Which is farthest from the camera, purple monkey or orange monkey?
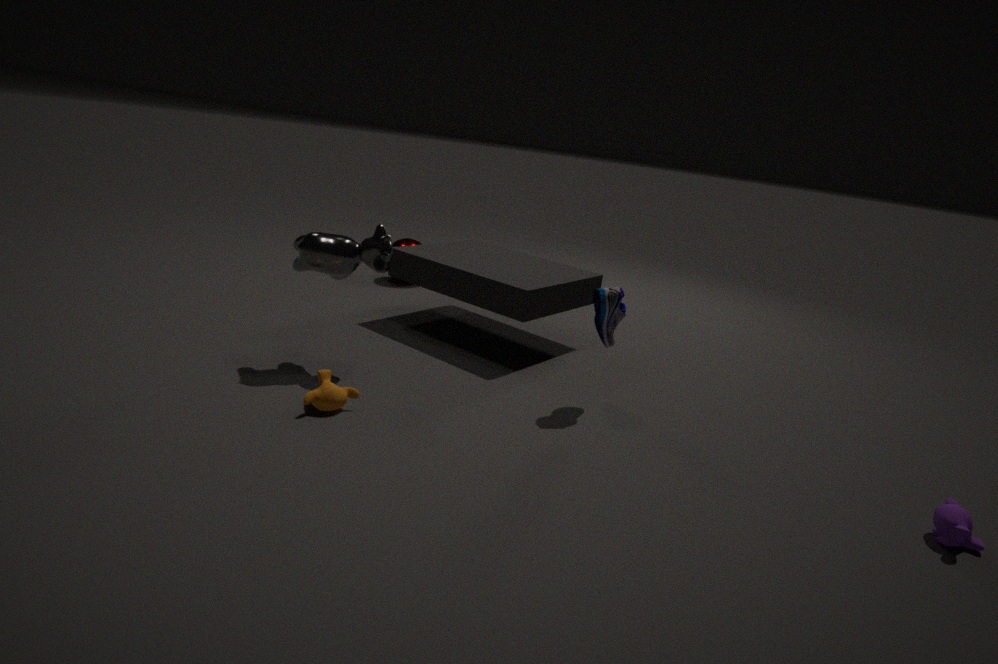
orange monkey
